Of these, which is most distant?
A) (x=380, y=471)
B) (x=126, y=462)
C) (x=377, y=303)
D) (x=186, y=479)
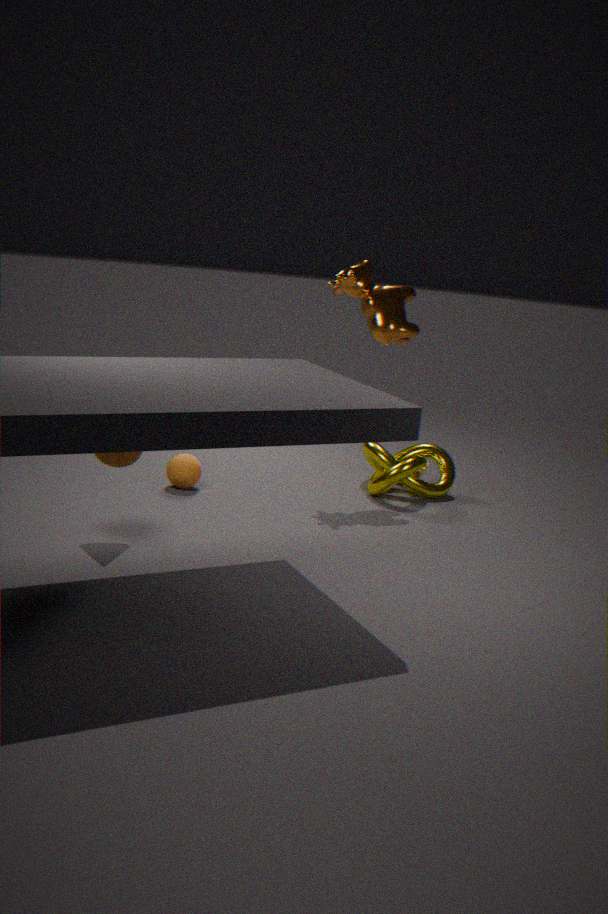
(x=380, y=471)
